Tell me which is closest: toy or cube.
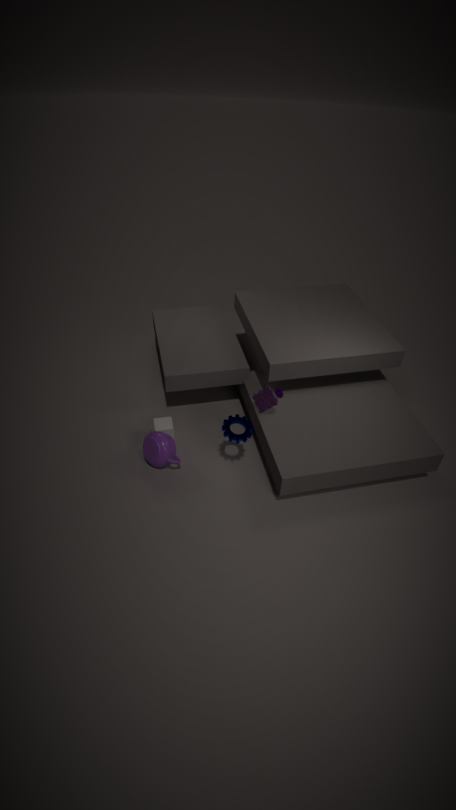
toy
